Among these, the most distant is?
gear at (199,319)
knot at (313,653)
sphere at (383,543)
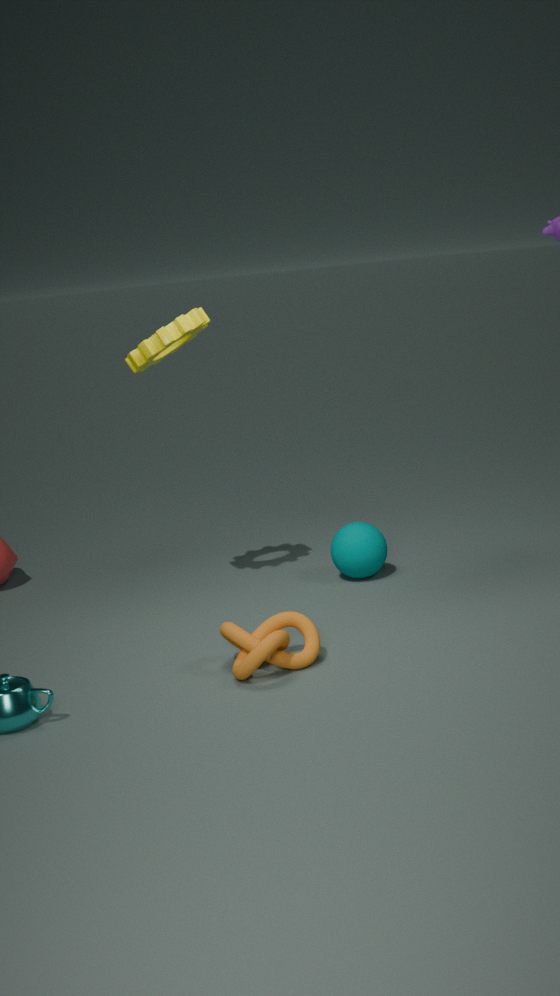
sphere at (383,543)
